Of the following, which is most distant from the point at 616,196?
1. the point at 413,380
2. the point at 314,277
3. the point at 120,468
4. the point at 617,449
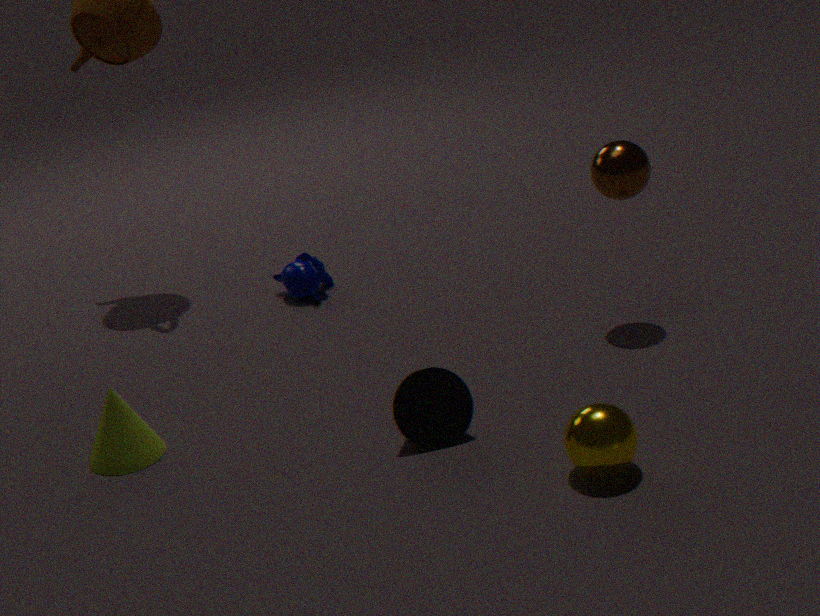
the point at 120,468
